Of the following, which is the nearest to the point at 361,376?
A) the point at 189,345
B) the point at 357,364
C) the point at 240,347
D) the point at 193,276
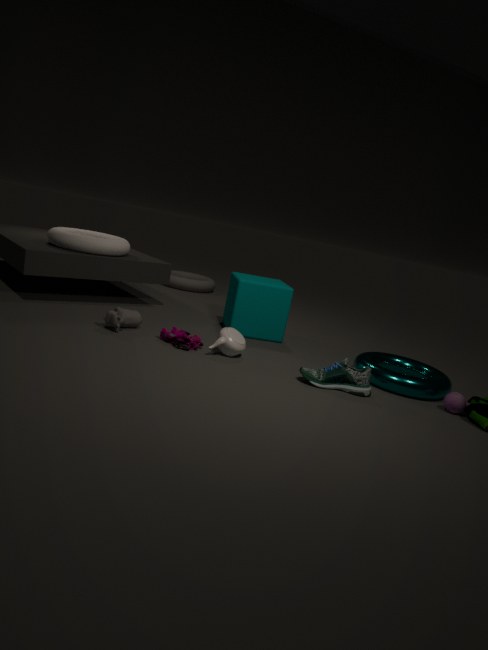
the point at 357,364
